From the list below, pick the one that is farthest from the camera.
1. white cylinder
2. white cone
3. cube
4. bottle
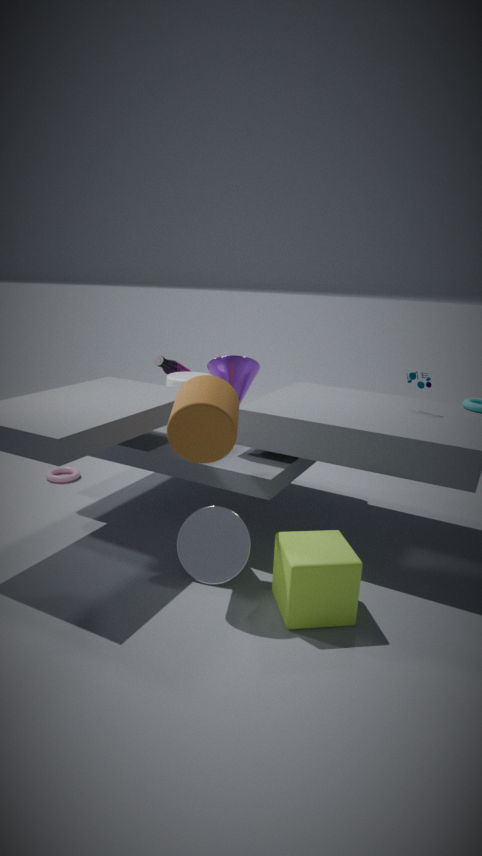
bottle
